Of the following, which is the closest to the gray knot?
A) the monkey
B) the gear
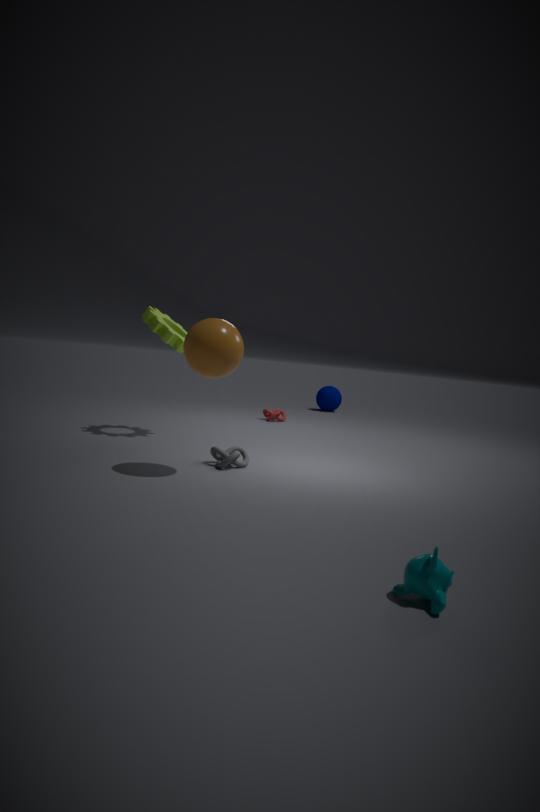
the gear
